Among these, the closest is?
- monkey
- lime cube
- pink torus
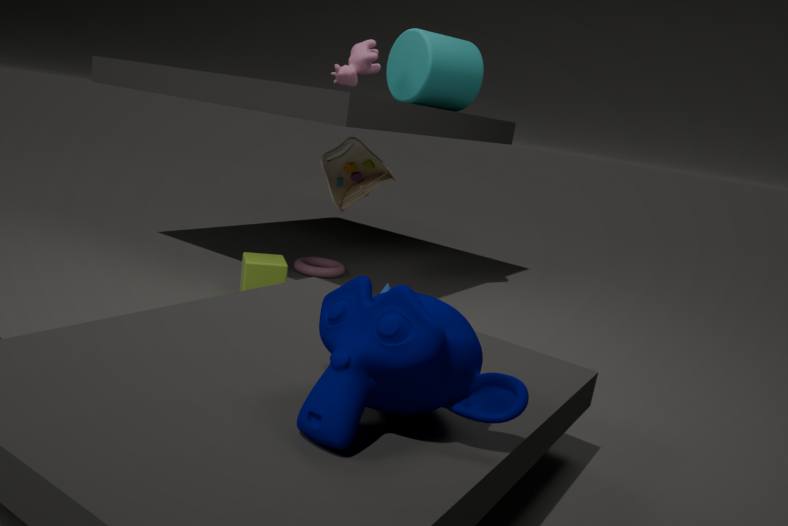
monkey
